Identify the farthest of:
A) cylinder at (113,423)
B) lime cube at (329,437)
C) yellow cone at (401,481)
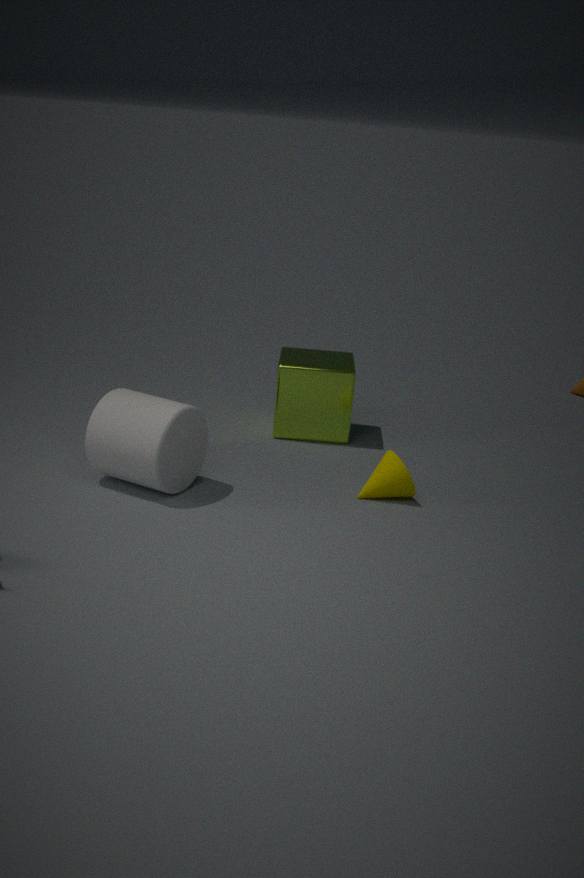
lime cube at (329,437)
